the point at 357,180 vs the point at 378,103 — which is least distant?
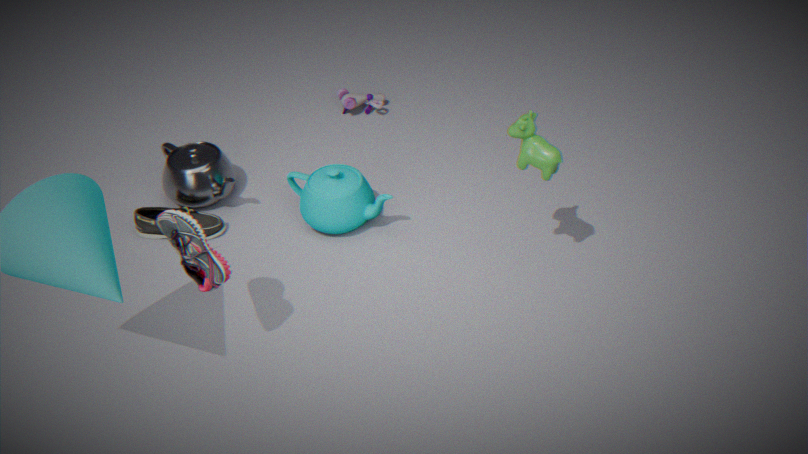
the point at 357,180
